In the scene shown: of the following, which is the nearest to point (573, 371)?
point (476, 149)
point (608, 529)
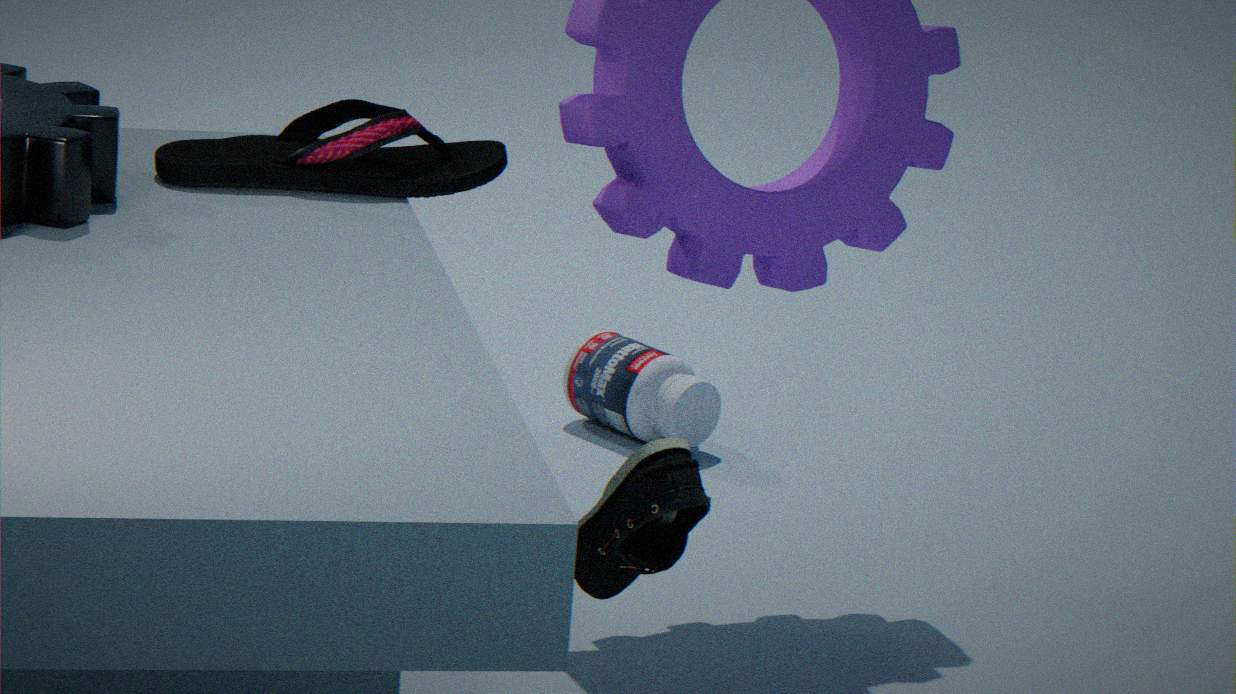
point (476, 149)
